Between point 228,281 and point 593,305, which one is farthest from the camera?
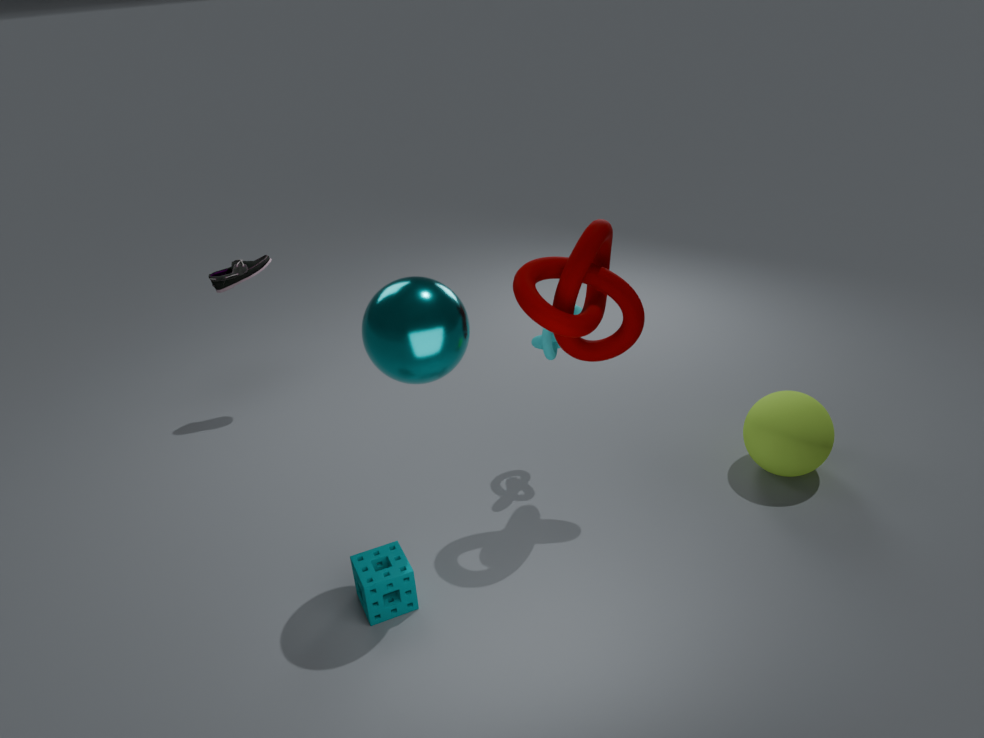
point 228,281
